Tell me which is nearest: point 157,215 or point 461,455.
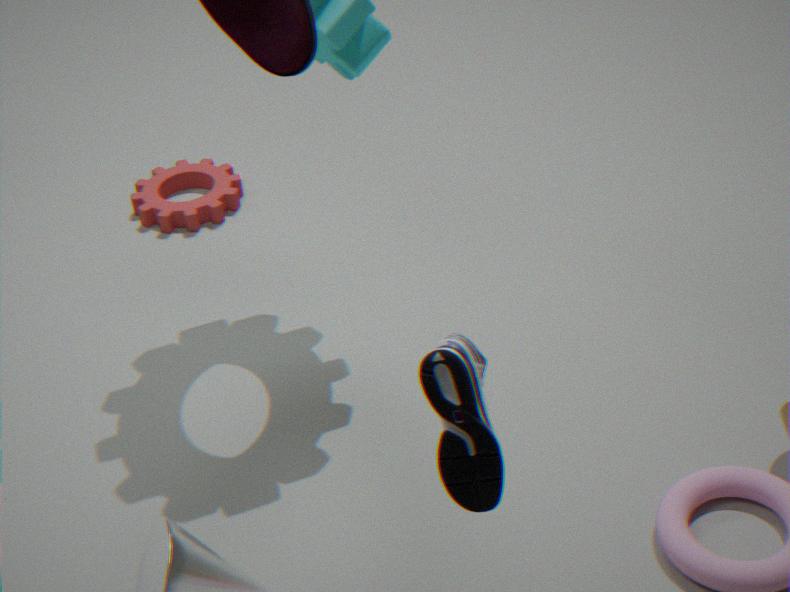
point 461,455
